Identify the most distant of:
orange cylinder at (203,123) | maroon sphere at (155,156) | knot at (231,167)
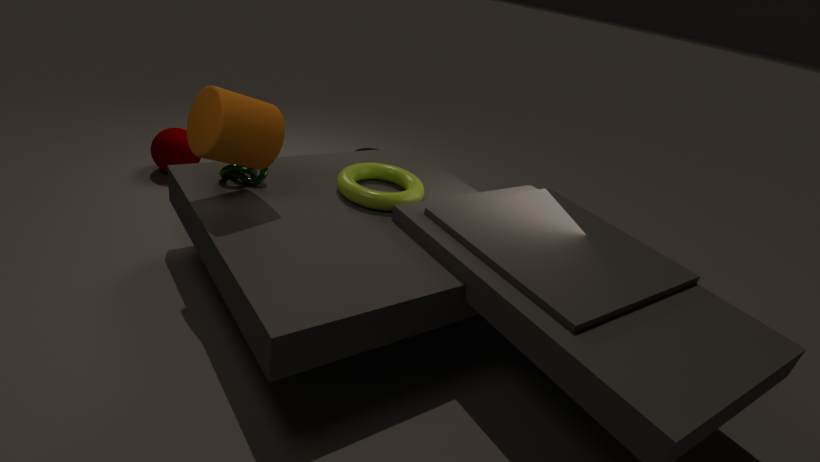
maroon sphere at (155,156)
